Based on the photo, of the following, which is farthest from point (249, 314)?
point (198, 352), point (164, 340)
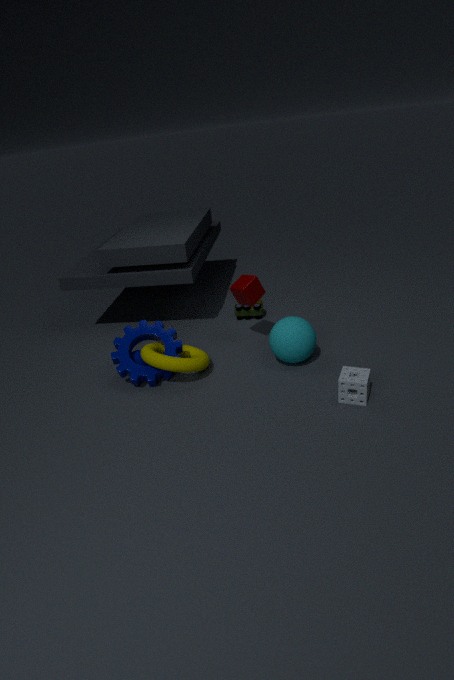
point (164, 340)
